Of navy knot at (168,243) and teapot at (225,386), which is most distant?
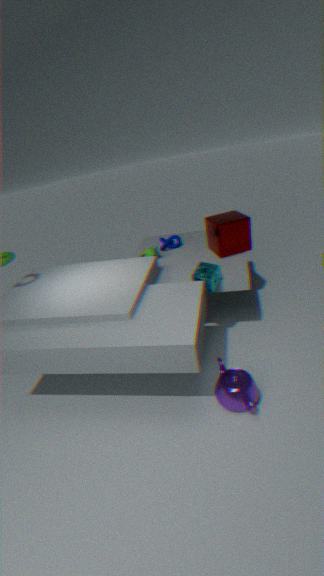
navy knot at (168,243)
